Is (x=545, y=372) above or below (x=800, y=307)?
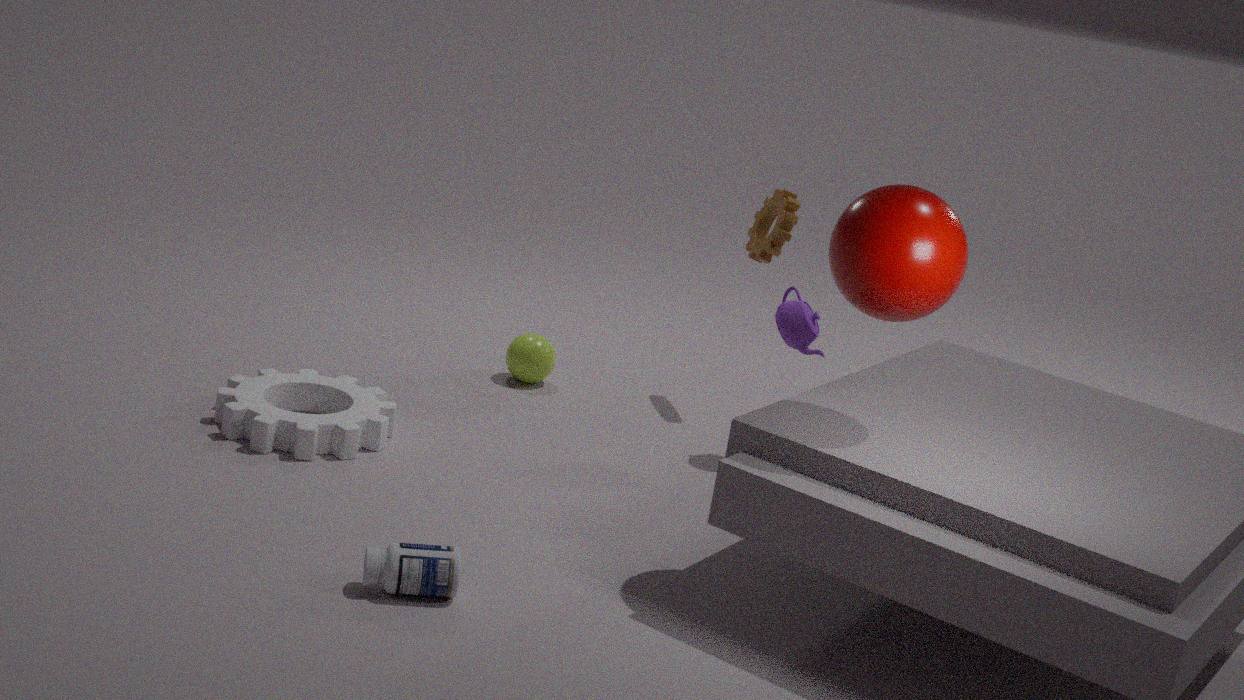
below
